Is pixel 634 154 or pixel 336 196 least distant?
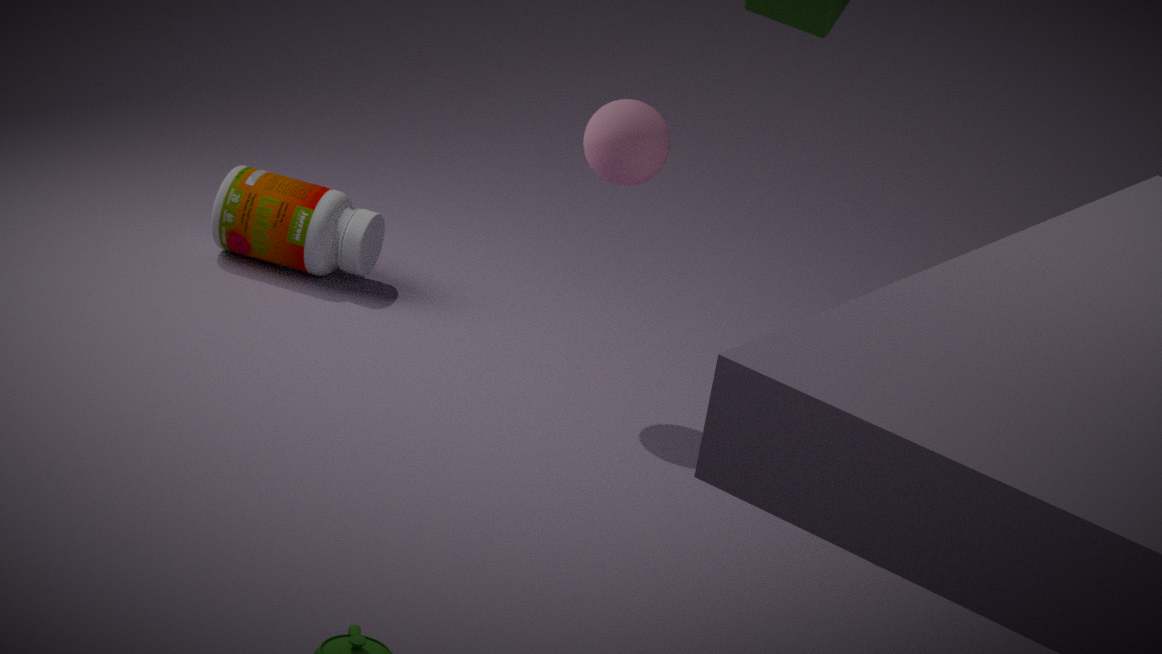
pixel 634 154
